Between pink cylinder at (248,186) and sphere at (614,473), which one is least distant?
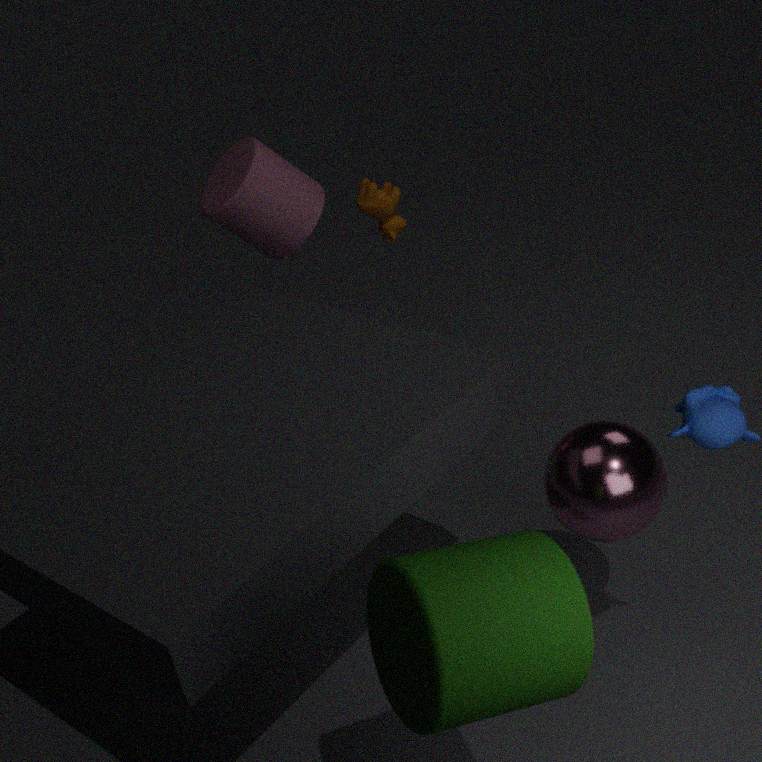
sphere at (614,473)
